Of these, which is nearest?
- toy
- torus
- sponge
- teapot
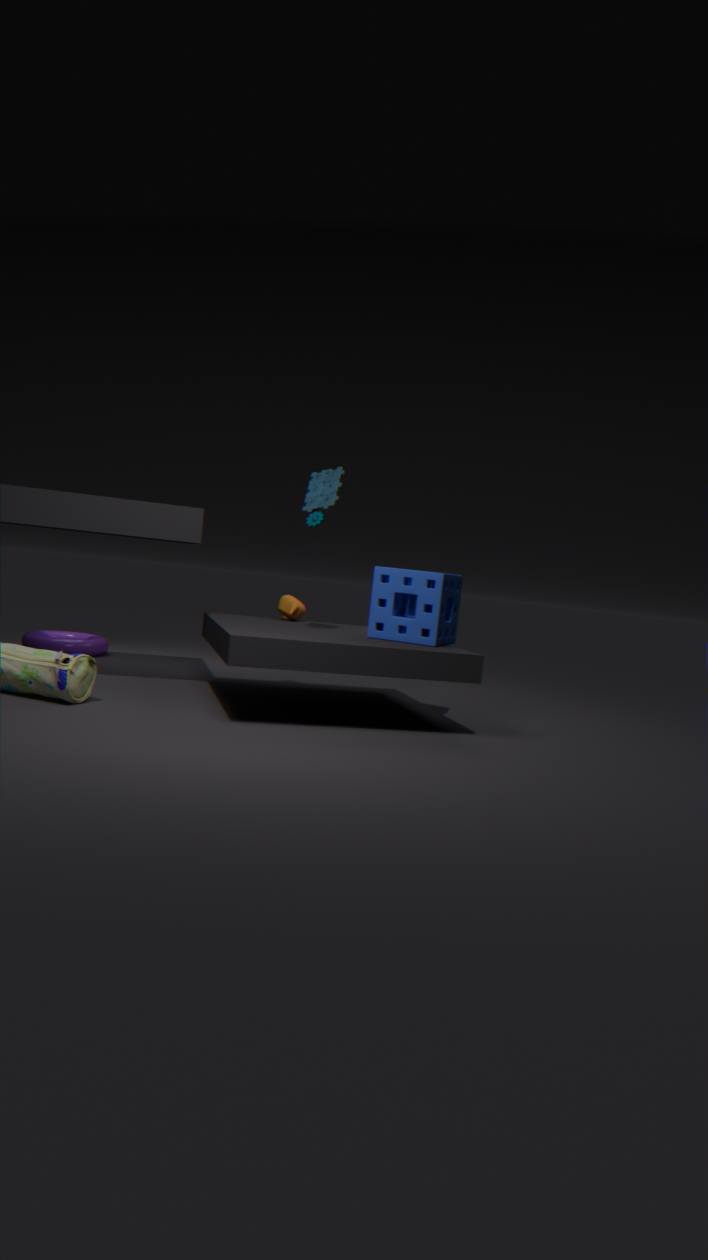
sponge
